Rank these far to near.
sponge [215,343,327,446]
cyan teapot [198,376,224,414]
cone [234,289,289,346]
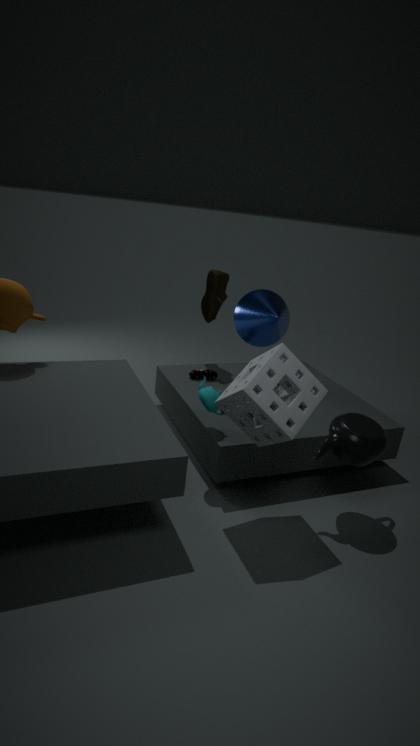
cone [234,289,289,346], cyan teapot [198,376,224,414], sponge [215,343,327,446]
